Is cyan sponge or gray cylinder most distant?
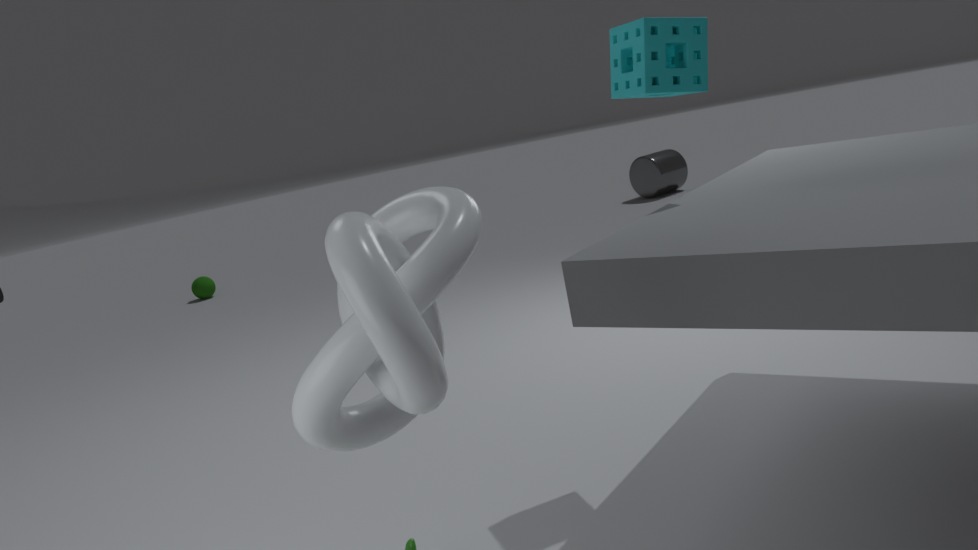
gray cylinder
